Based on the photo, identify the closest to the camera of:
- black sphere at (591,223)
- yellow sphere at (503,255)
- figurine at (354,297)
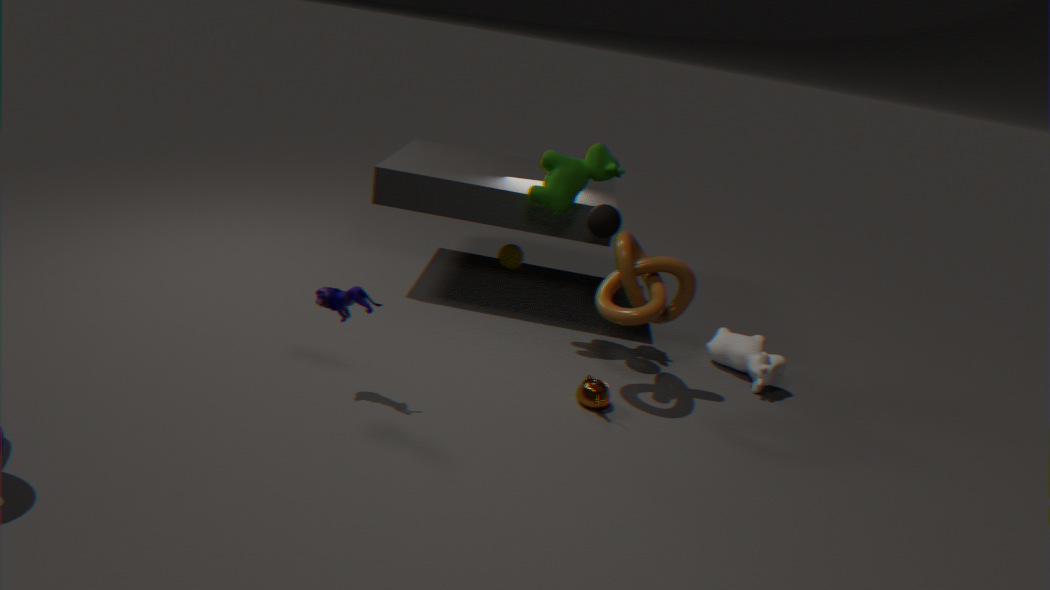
figurine at (354,297)
